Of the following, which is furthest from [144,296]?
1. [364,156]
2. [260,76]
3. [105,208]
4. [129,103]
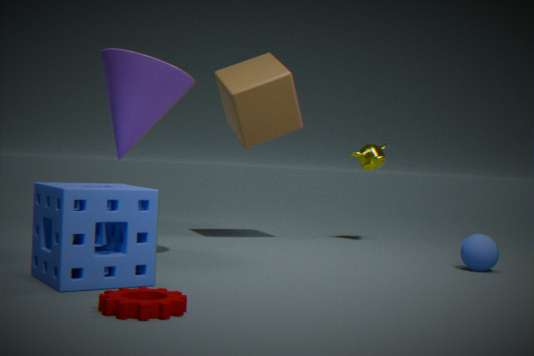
[364,156]
